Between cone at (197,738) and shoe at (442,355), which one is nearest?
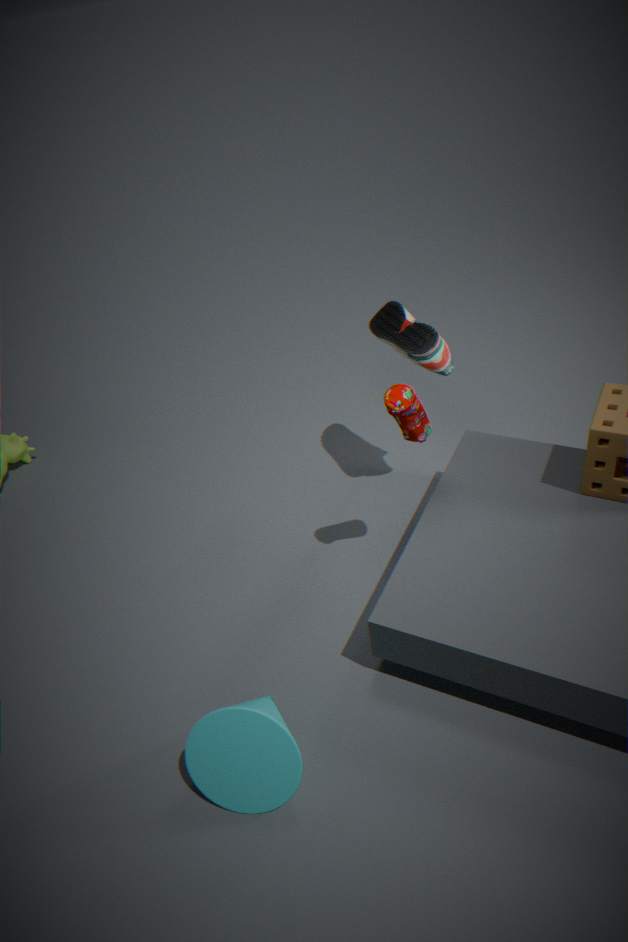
cone at (197,738)
